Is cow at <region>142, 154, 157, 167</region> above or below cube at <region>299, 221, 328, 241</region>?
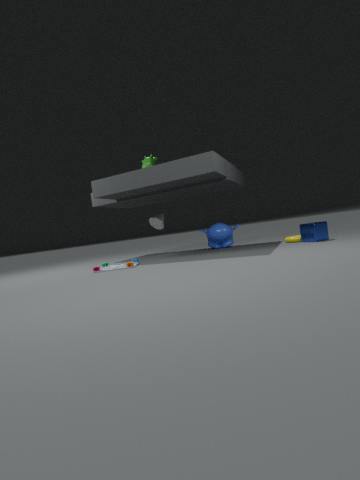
above
